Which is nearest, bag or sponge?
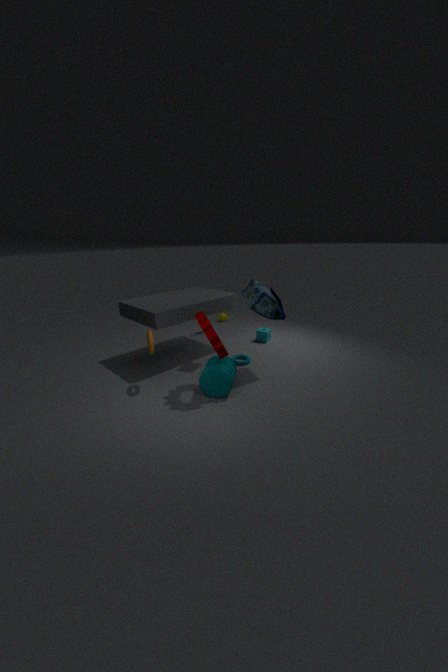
bag
